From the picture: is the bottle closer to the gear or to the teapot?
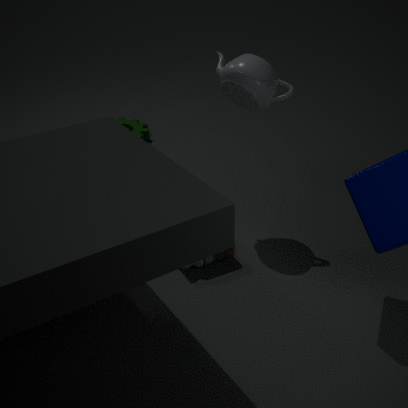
the teapot
